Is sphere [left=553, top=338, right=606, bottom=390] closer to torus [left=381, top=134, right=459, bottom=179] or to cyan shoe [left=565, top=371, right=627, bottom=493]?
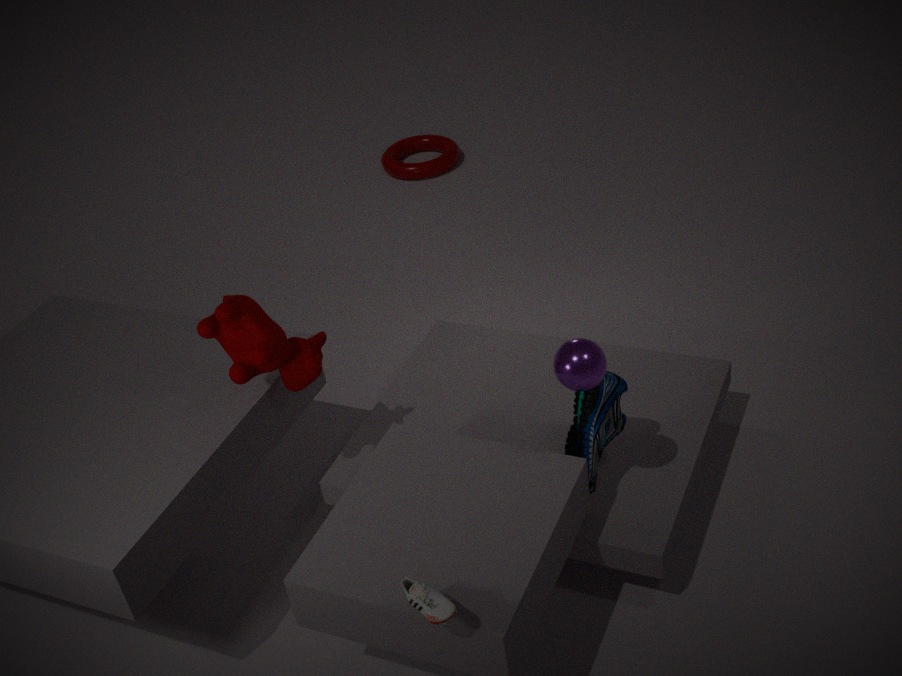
cyan shoe [left=565, top=371, right=627, bottom=493]
